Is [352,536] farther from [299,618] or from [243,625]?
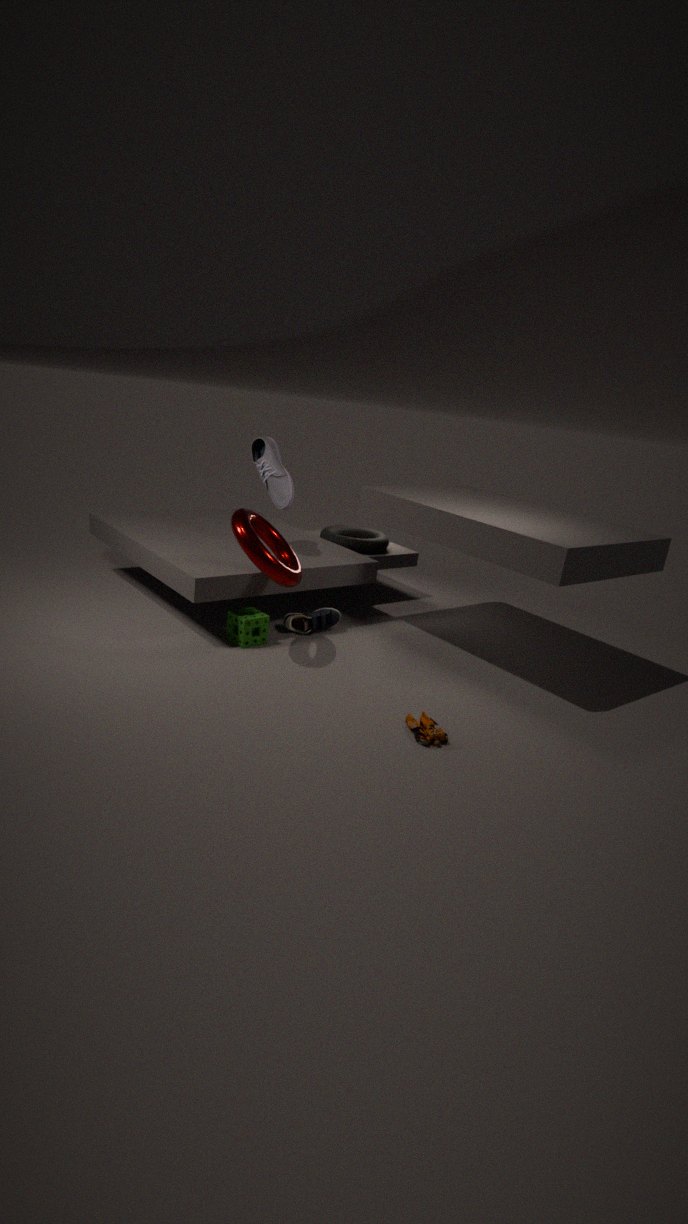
[243,625]
